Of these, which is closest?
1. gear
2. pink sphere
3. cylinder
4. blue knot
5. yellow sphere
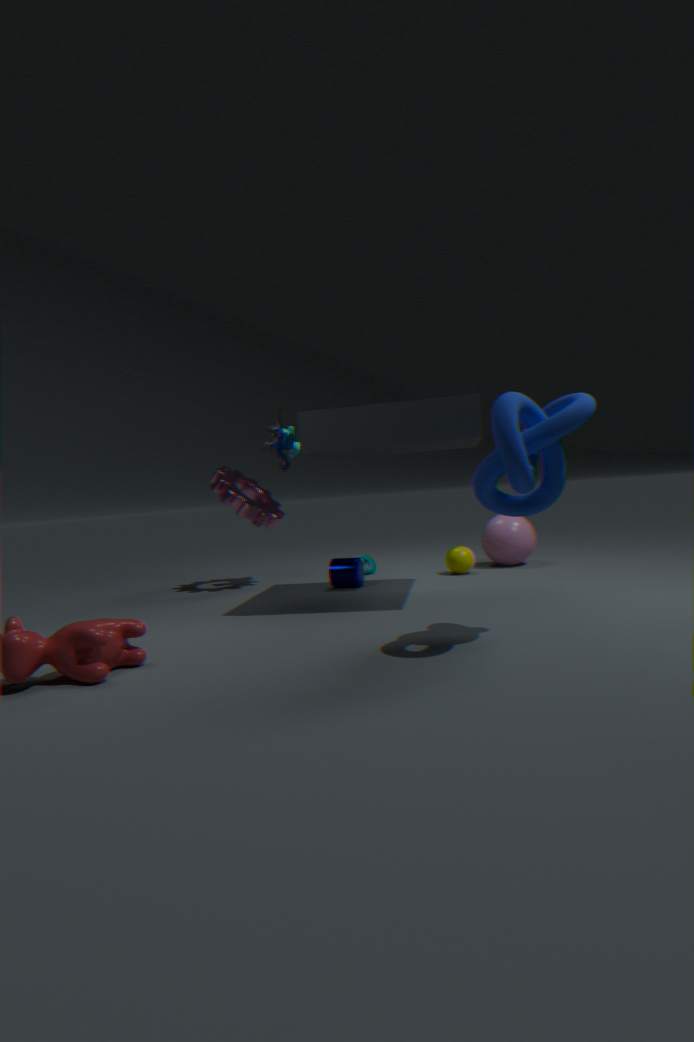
blue knot
